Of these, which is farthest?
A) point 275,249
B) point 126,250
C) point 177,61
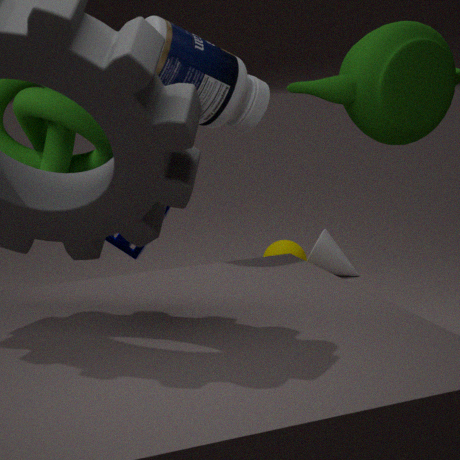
point 275,249
